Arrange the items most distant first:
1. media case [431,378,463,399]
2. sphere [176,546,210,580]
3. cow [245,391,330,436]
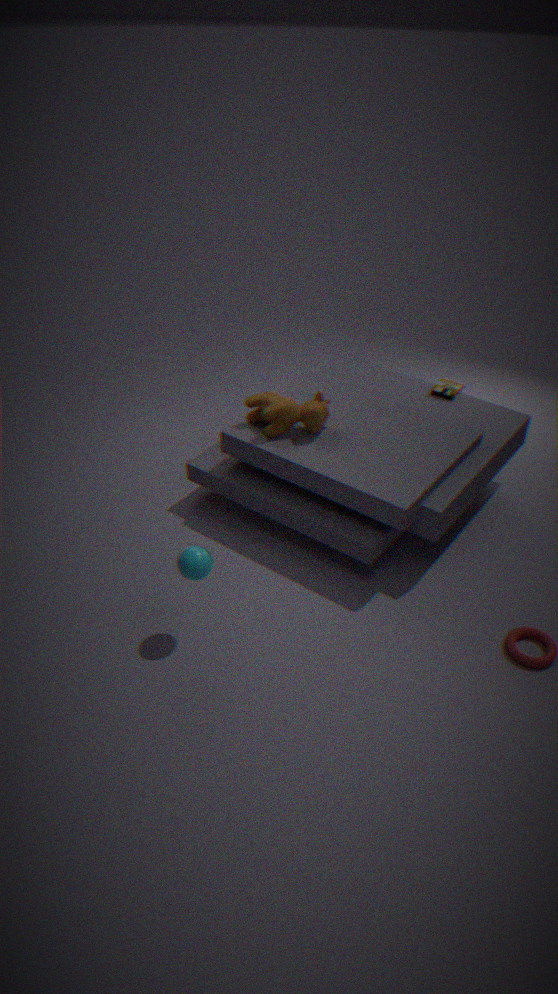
media case [431,378,463,399], cow [245,391,330,436], sphere [176,546,210,580]
